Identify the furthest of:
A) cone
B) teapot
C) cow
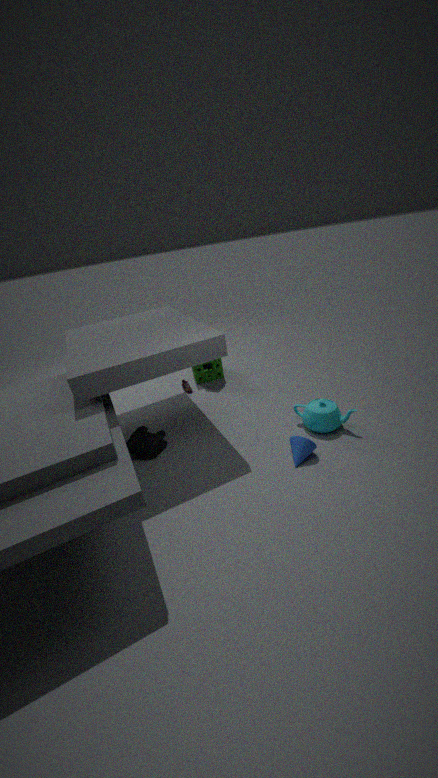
cow
